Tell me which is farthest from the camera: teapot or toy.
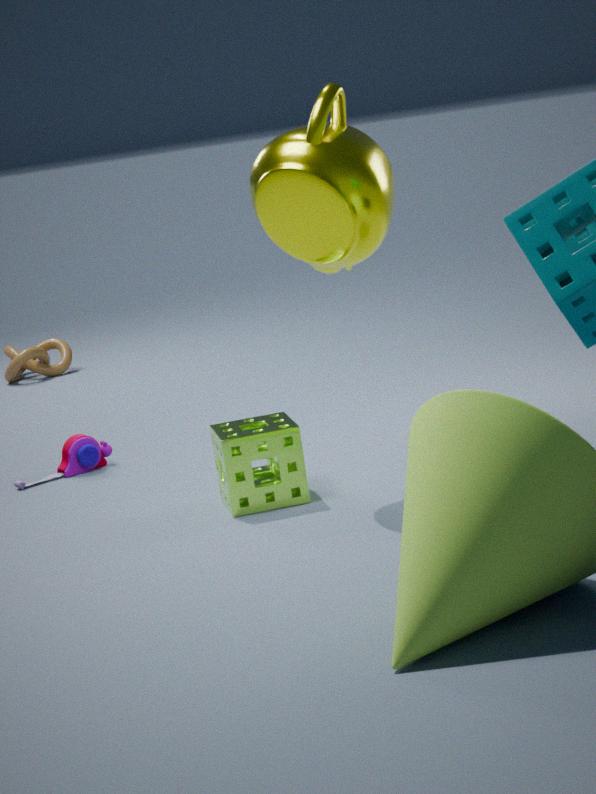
toy
